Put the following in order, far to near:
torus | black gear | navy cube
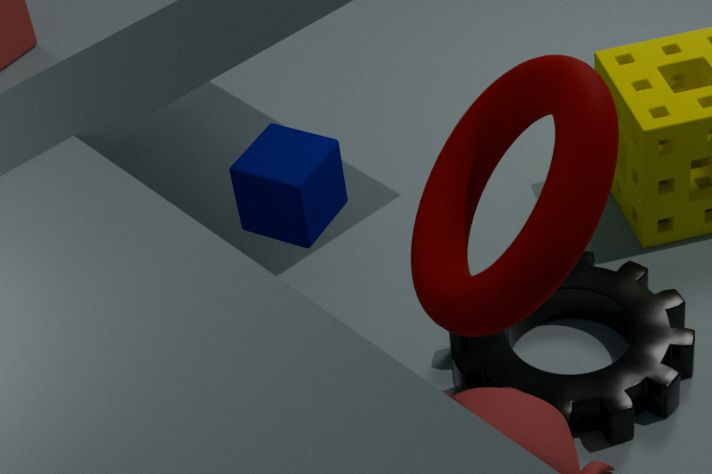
black gear, navy cube, torus
